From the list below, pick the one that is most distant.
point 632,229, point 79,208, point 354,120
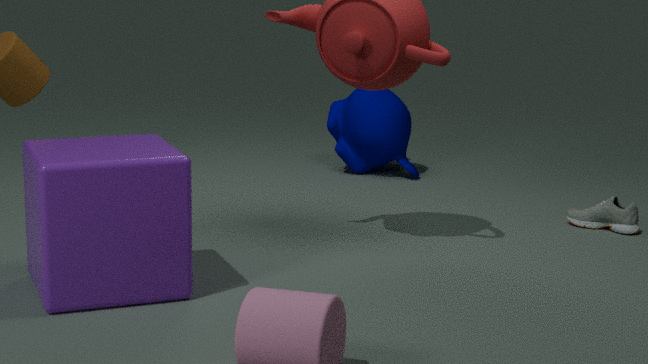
point 354,120
